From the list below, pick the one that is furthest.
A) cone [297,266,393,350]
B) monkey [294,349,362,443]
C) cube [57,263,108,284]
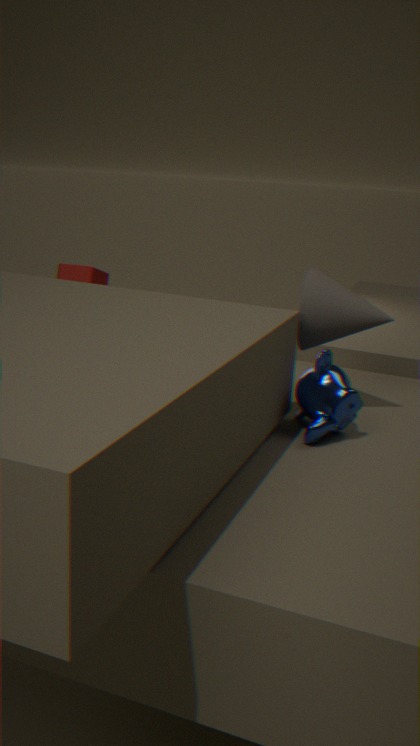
cube [57,263,108,284]
